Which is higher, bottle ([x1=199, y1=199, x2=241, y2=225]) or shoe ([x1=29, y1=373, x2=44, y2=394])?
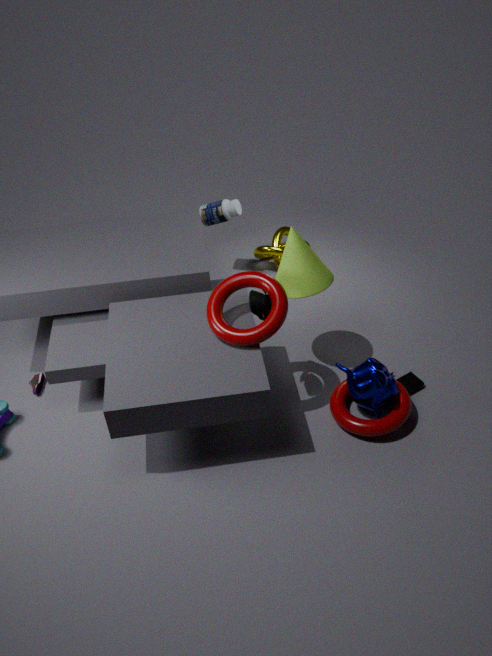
bottle ([x1=199, y1=199, x2=241, y2=225])
